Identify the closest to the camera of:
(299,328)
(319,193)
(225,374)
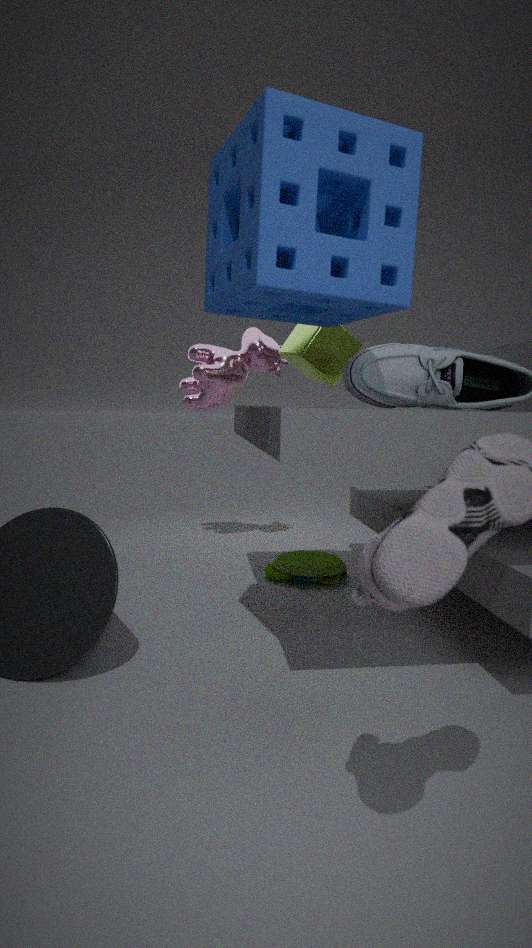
(319,193)
